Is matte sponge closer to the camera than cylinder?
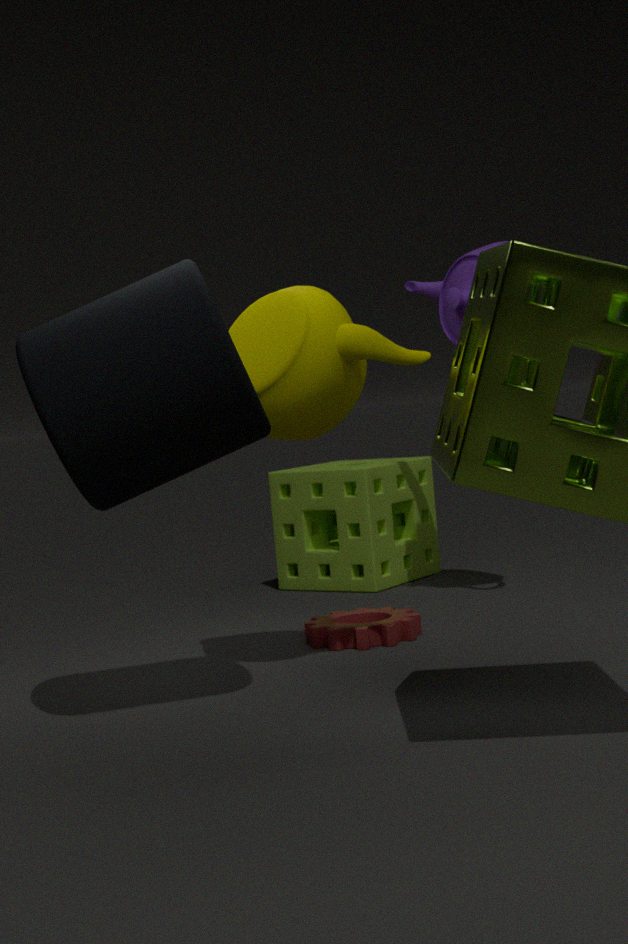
No
